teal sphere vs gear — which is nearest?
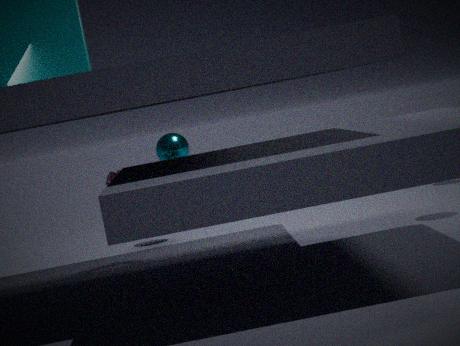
gear
